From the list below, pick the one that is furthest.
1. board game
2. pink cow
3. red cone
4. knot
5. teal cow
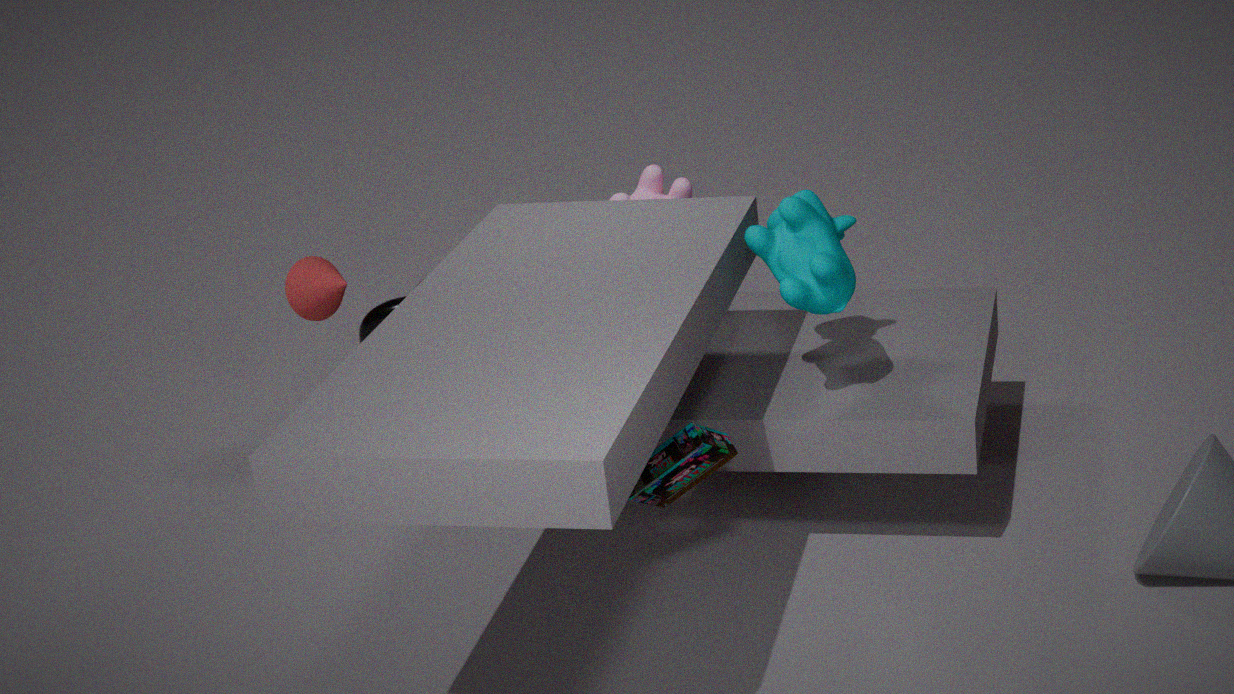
red cone
